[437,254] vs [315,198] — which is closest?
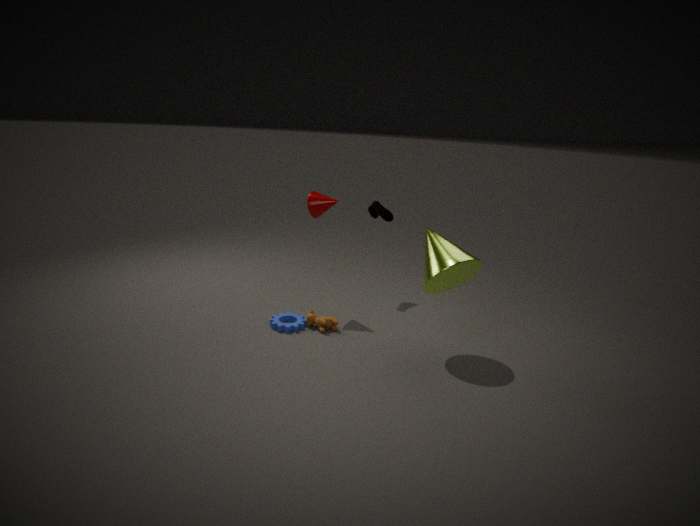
[437,254]
